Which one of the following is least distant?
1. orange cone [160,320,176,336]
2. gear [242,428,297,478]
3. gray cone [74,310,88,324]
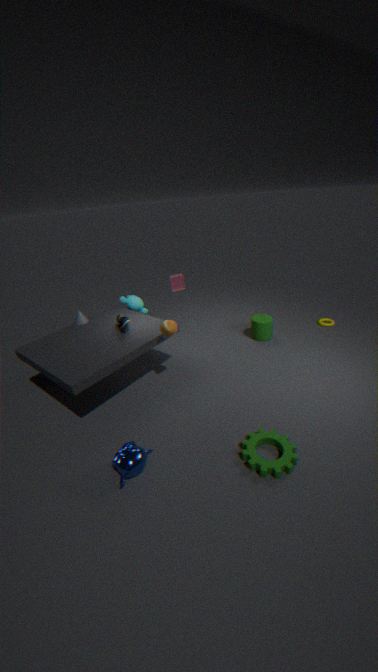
gear [242,428,297,478]
